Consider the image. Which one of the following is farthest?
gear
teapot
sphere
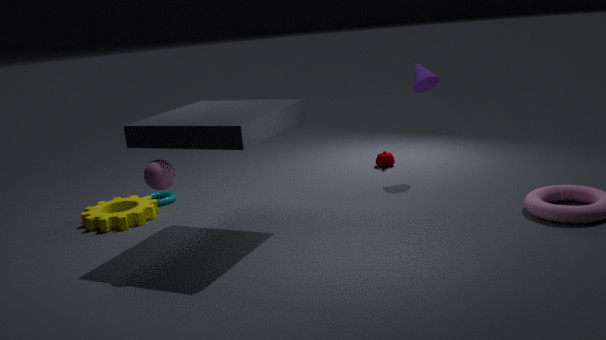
teapot
